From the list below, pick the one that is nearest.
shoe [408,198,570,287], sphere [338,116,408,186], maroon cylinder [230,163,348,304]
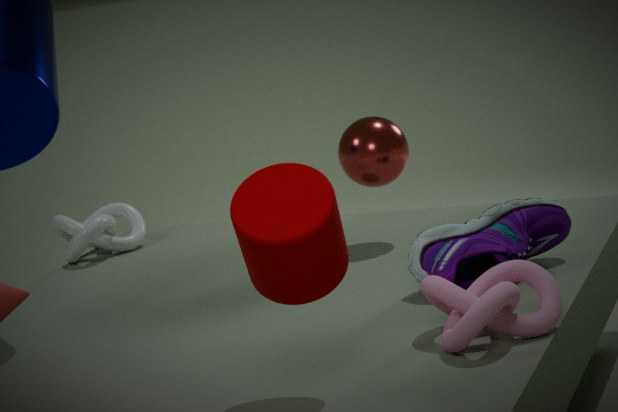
maroon cylinder [230,163,348,304]
